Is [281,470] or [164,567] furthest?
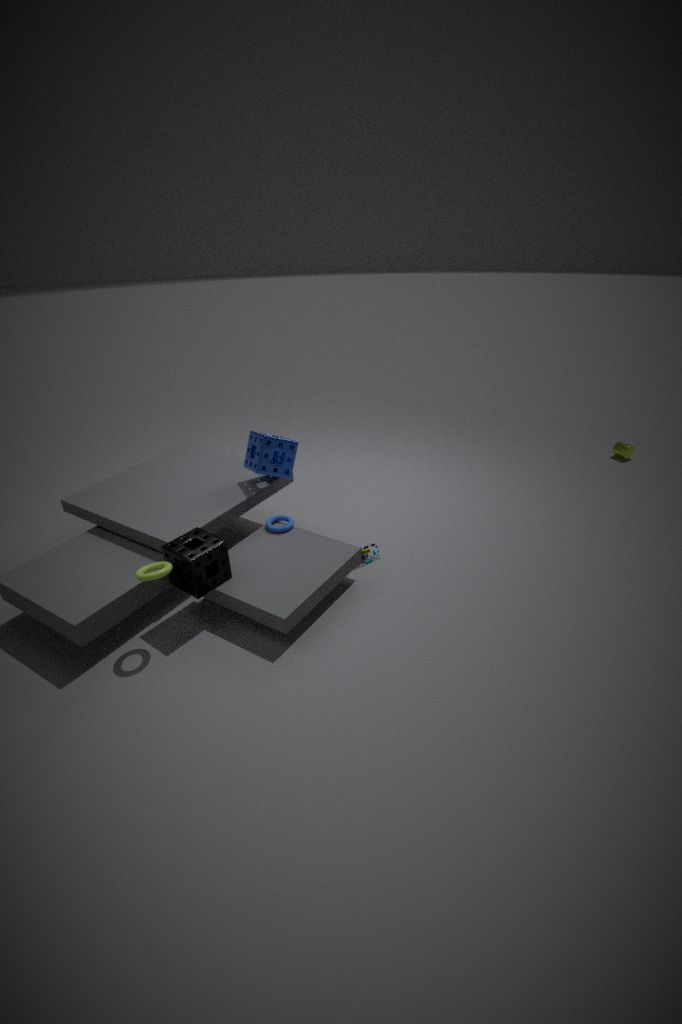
[281,470]
